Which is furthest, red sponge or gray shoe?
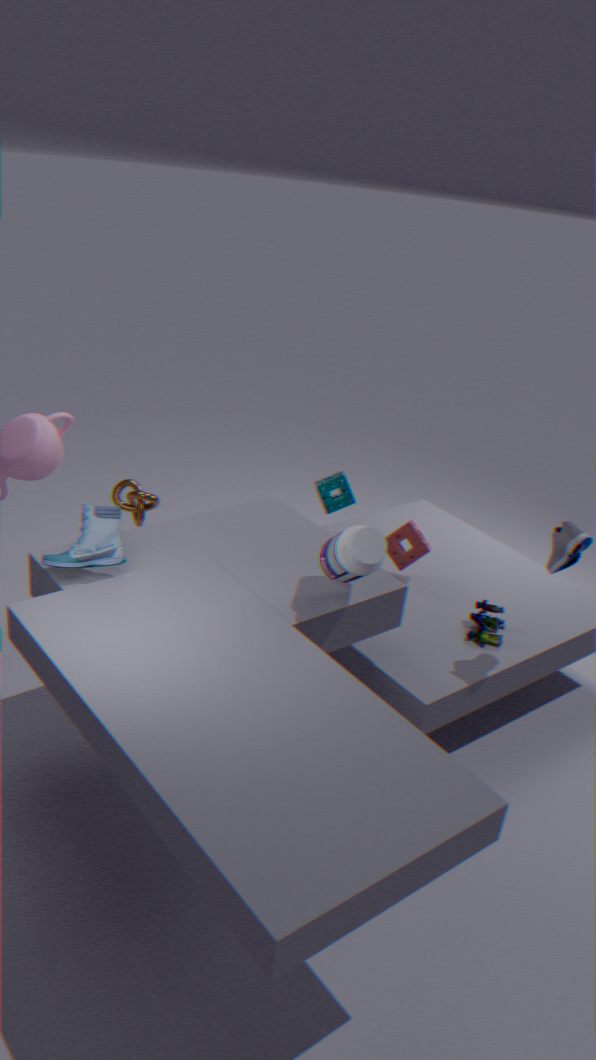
red sponge
